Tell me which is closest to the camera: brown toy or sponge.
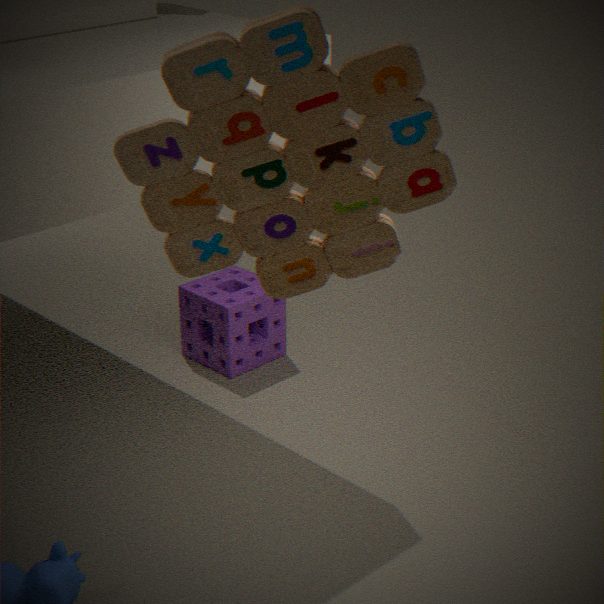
brown toy
